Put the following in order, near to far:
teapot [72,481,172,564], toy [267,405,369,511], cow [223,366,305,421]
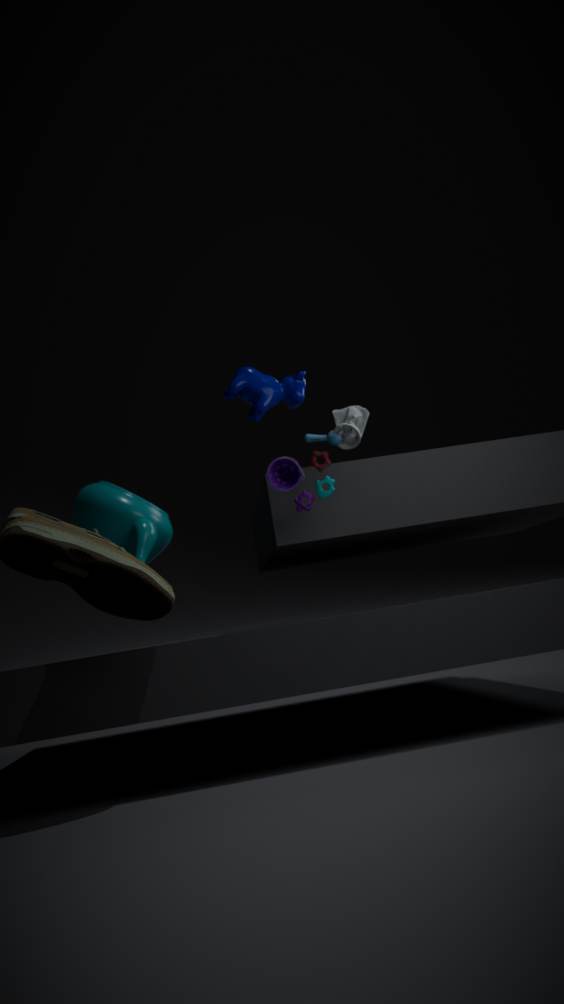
1. toy [267,405,369,511]
2. cow [223,366,305,421]
3. teapot [72,481,172,564]
